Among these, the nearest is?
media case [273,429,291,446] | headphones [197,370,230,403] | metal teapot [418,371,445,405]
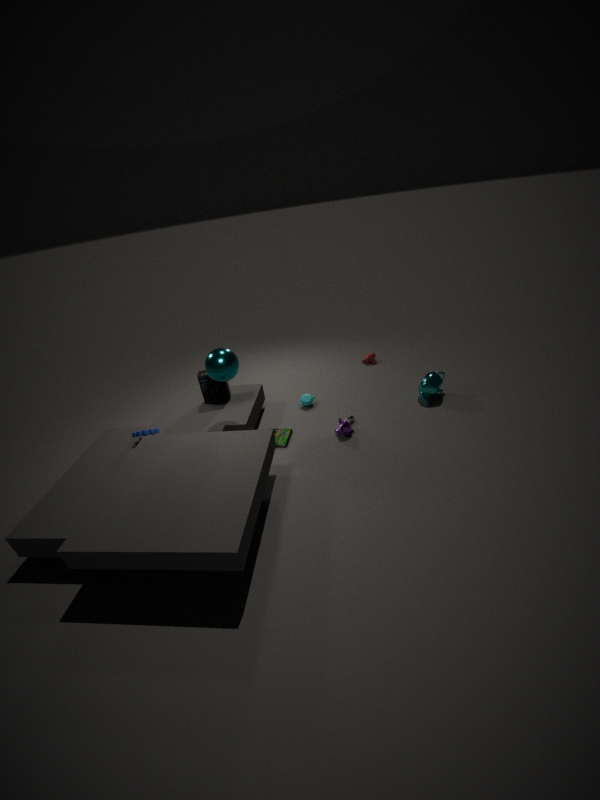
media case [273,429,291,446]
